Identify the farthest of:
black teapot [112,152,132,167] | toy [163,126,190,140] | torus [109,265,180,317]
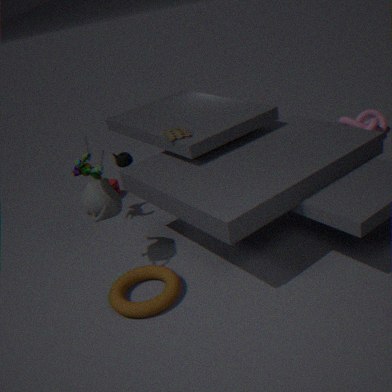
black teapot [112,152,132,167]
